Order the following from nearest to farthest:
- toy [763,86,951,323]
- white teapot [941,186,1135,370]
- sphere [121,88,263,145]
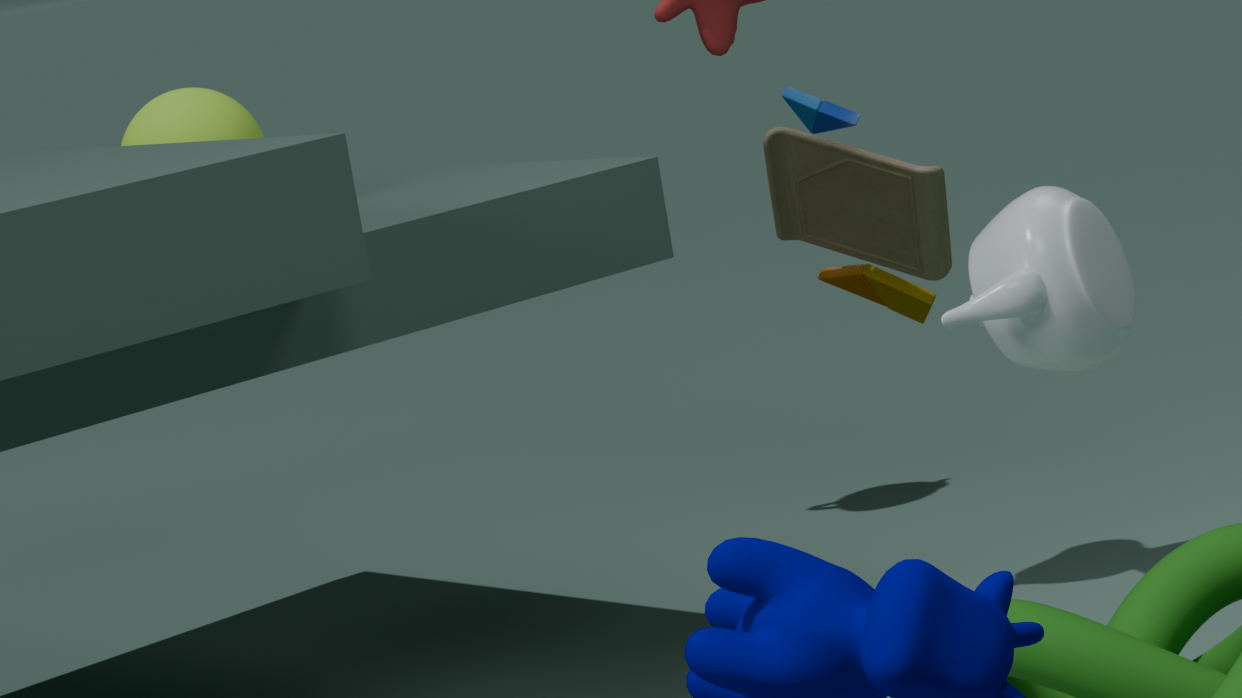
white teapot [941,186,1135,370]
toy [763,86,951,323]
sphere [121,88,263,145]
